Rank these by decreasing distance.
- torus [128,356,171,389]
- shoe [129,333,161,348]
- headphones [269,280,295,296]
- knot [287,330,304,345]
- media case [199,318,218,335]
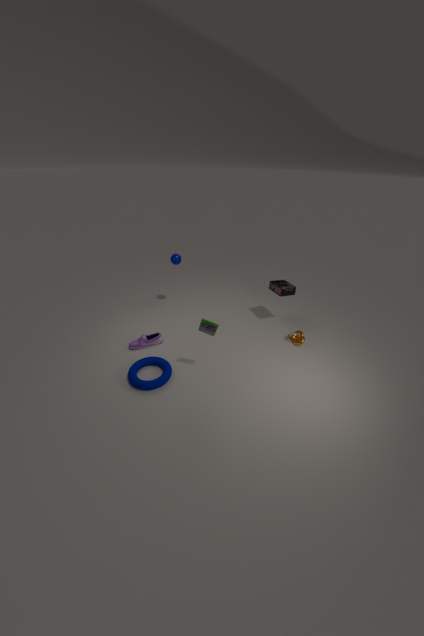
headphones [269,280,295,296] < knot [287,330,304,345] < shoe [129,333,161,348] < torus [128,356,171,389] < media case [199,318,218,335]
